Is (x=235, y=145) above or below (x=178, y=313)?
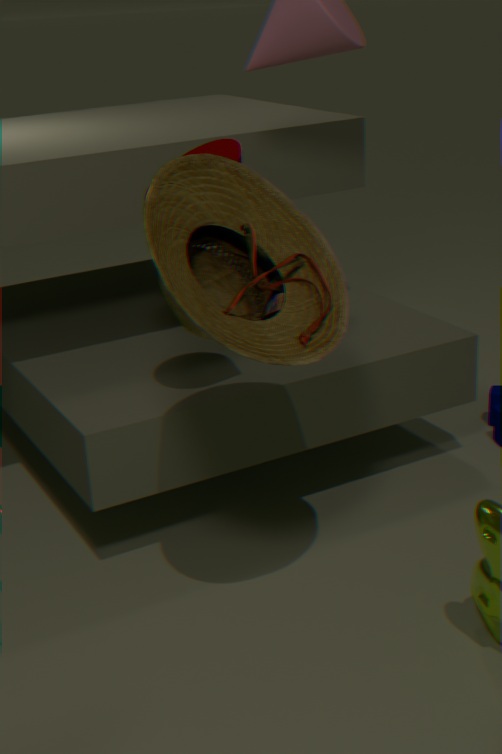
above
